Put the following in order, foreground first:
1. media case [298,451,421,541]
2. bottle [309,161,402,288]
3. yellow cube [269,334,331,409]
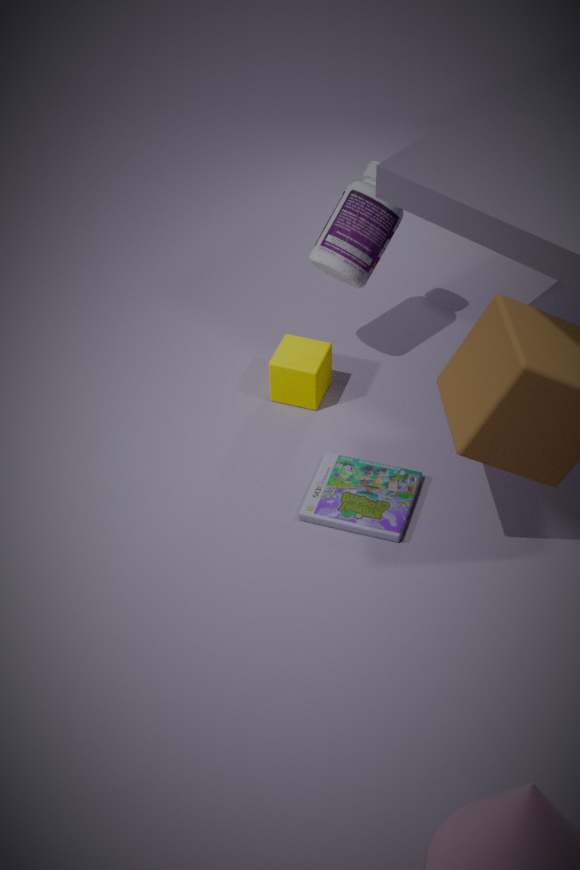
1. media case [298,451,421,541]
2. bottle [309,161,402,288]
3. yellow cube [269,334,331,409]
